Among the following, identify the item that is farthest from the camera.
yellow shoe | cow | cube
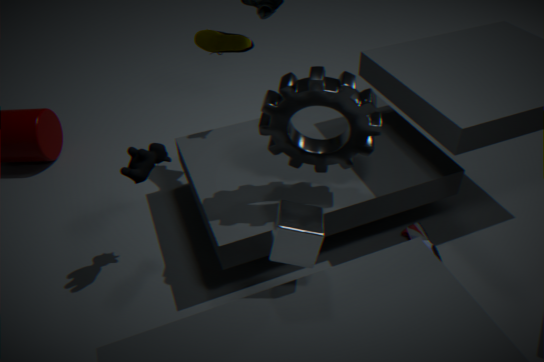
yellow shoe
